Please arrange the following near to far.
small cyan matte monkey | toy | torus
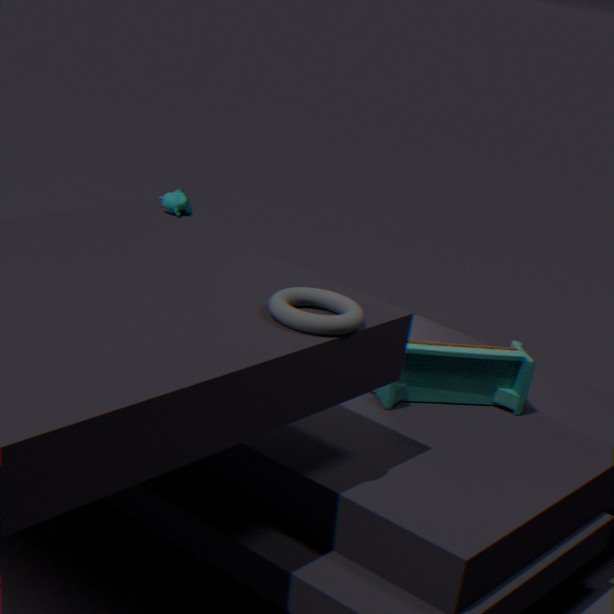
1. torus
2. toy
3. small cyan matte monkey
